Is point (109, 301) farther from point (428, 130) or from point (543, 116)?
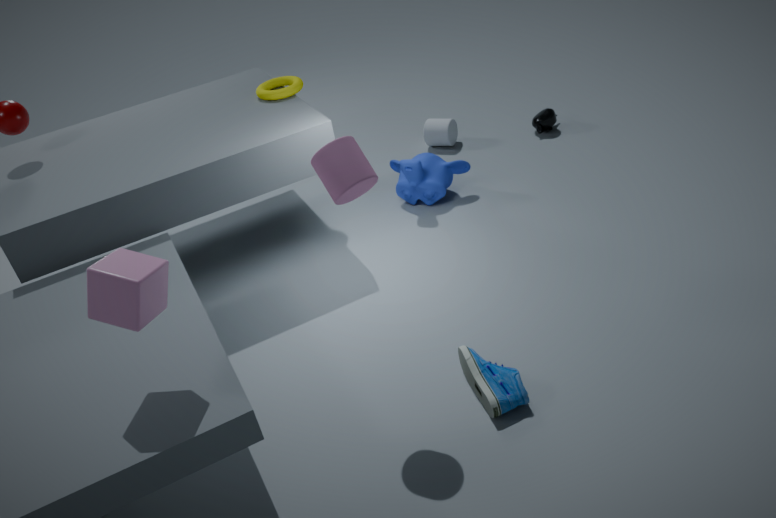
point (543, 116)
